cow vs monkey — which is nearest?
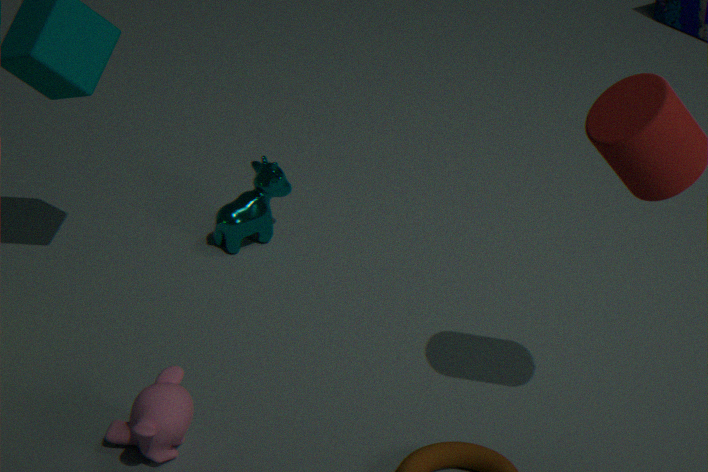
monkey
